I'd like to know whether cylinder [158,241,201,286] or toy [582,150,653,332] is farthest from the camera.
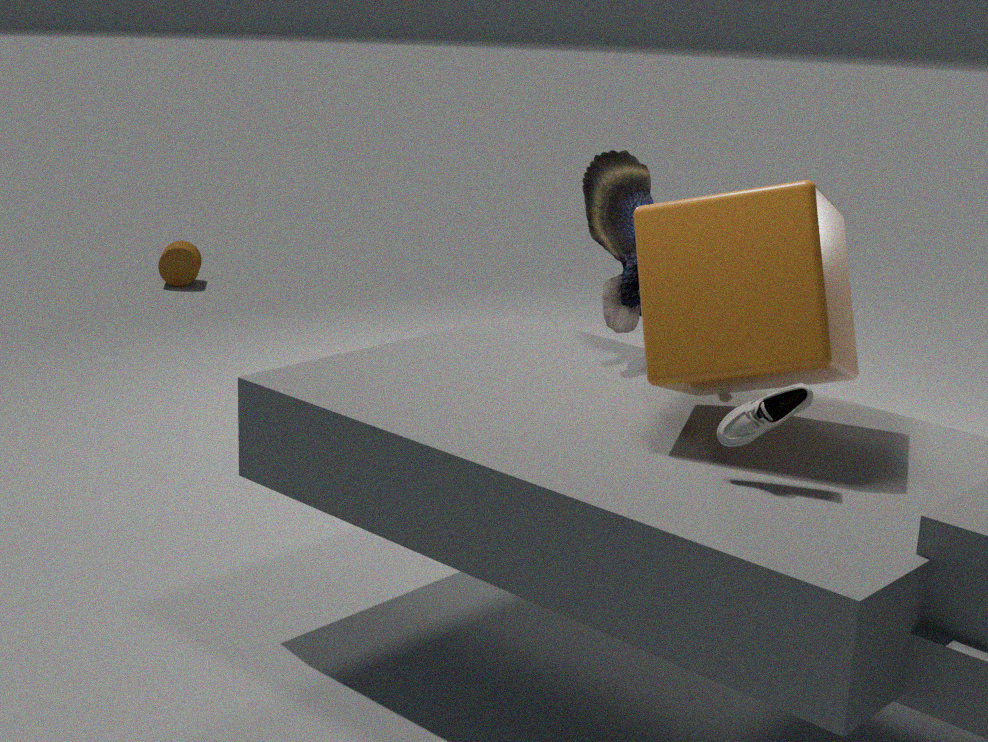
cylinder [158,241,201,286]
